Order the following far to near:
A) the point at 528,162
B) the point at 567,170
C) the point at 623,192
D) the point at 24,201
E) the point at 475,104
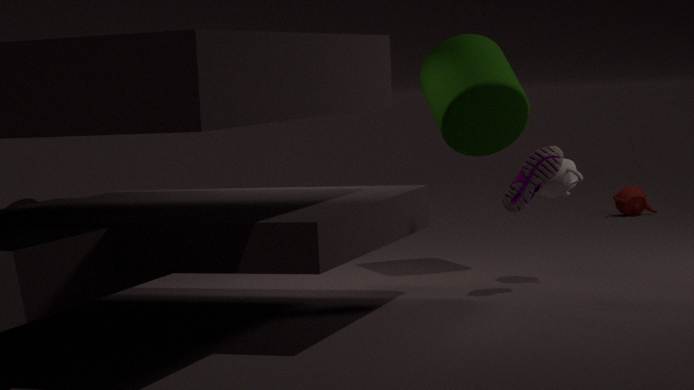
the point at 623,192 → the point at 24,201 → the point at 475,104 → the point at 567,170 → the point at 528,162
